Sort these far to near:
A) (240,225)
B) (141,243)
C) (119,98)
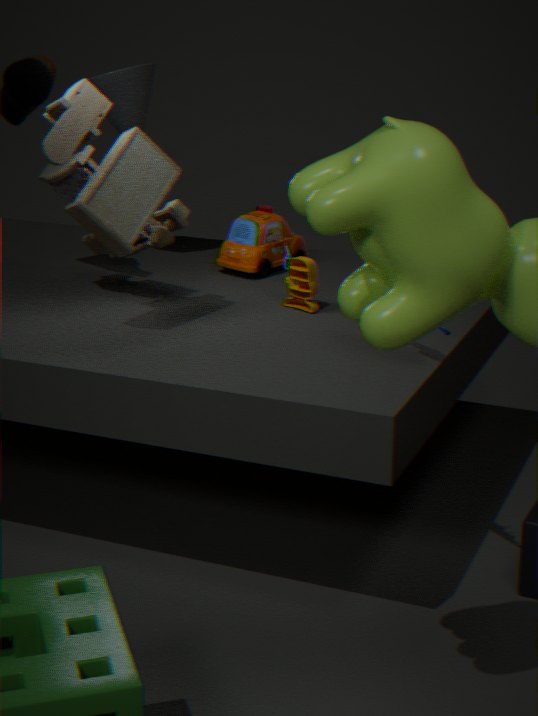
(240,225) < (119,98) < (141,243)
